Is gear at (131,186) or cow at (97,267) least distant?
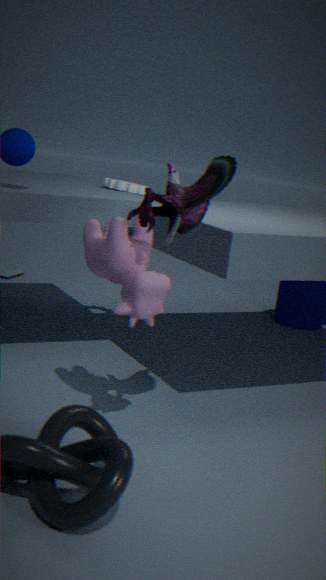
cow at (97,267)
